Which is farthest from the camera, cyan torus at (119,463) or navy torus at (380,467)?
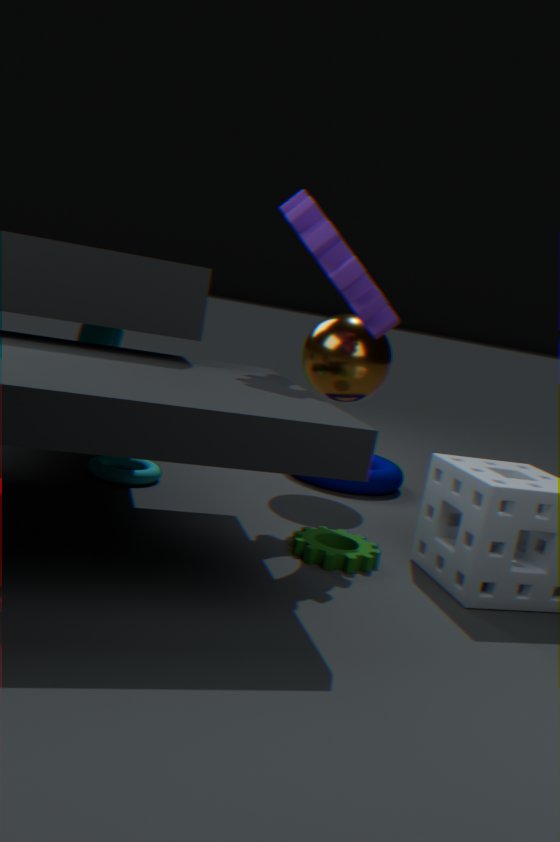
navy torus at (380,467)
